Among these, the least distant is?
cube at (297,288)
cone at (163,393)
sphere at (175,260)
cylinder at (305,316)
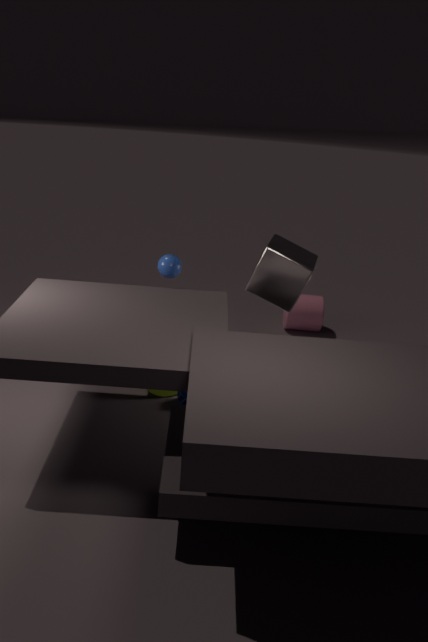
cube at (297,288)
